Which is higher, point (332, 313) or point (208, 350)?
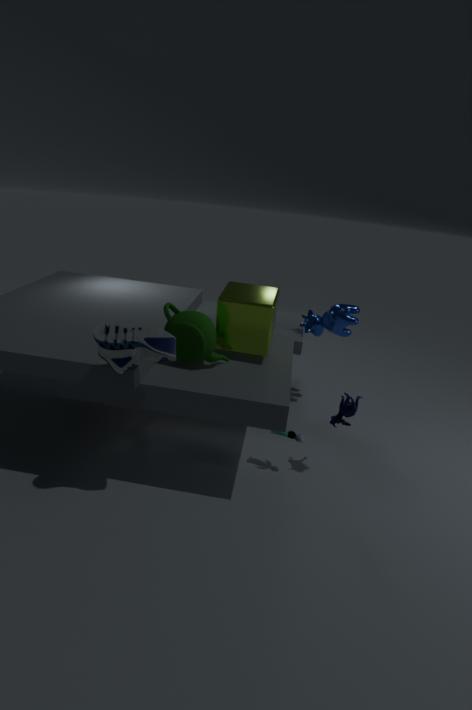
point (208, 350)
